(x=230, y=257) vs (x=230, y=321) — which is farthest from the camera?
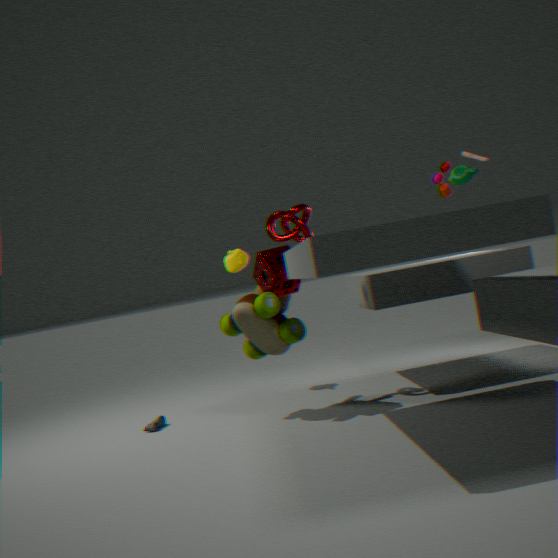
(x=230, y=257)
